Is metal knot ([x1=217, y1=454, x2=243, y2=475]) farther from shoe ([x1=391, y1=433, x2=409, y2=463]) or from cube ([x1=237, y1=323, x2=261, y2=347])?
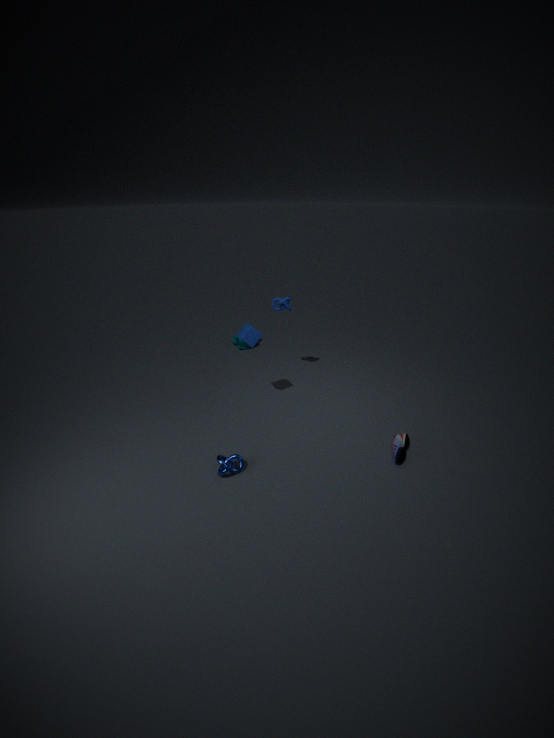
shoe ([x1=391, y1=433, x2=409, y2=463])
